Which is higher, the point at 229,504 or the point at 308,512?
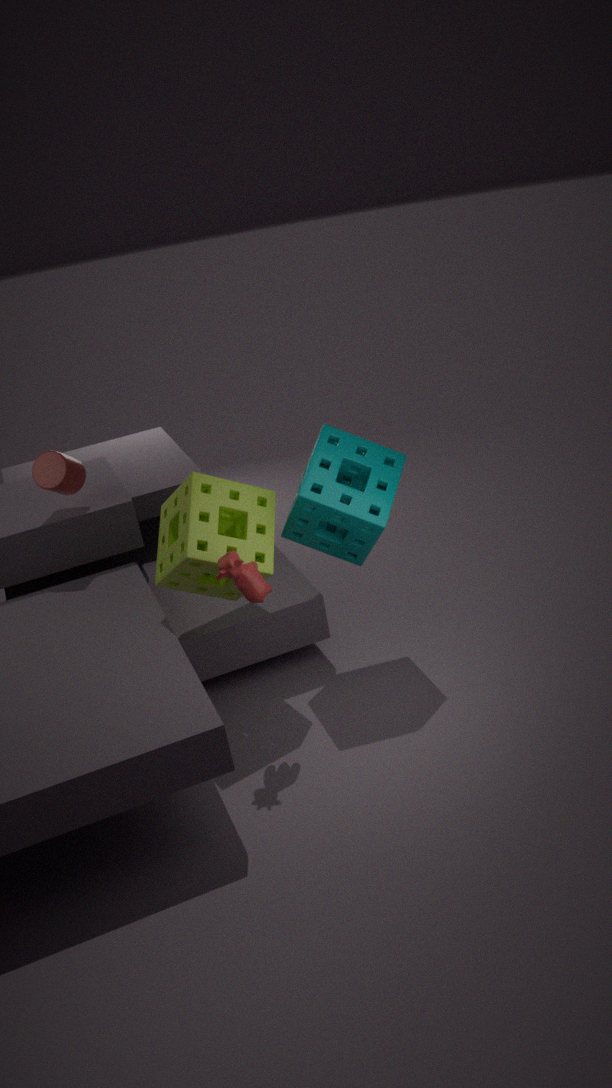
the point at 308,512
